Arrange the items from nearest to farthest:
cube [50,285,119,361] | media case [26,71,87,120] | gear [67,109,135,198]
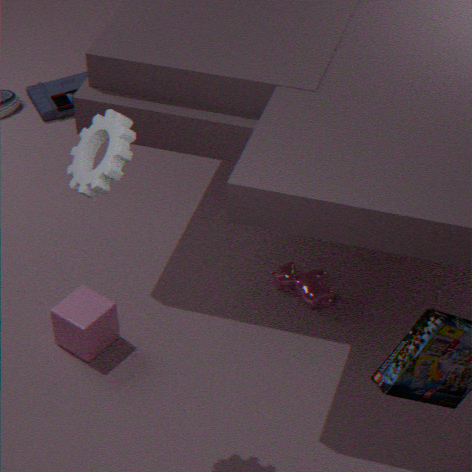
gear [67,109,135,198], cube [50,285,119,361], media case [26,71,87,120]
